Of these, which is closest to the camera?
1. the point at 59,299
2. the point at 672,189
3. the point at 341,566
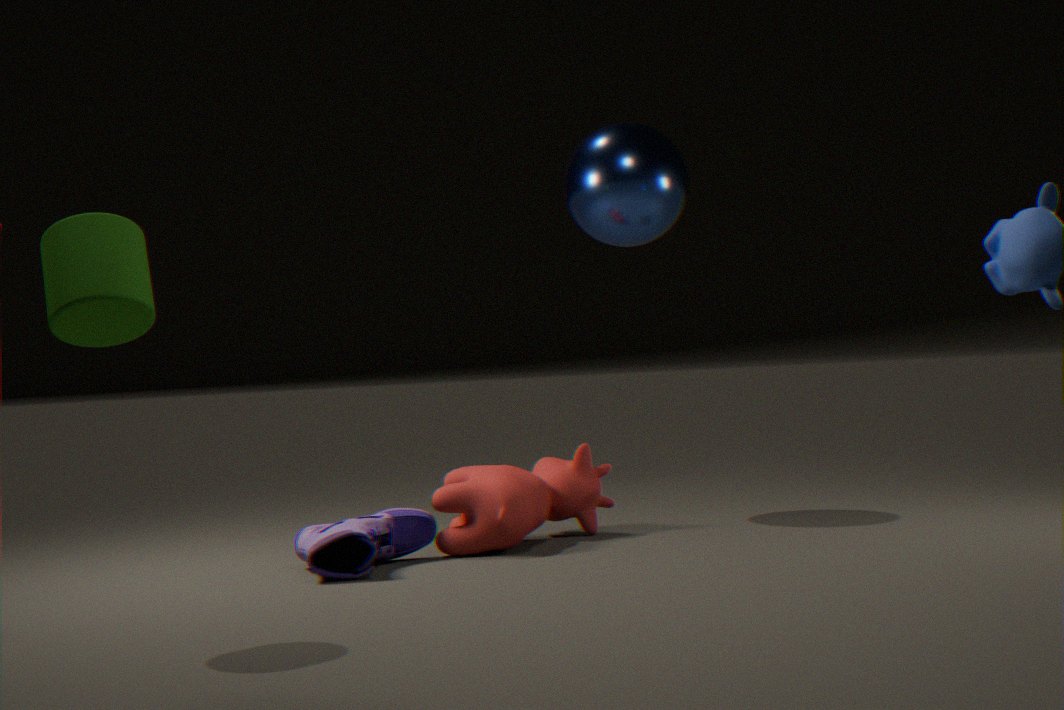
the point at 59,299
